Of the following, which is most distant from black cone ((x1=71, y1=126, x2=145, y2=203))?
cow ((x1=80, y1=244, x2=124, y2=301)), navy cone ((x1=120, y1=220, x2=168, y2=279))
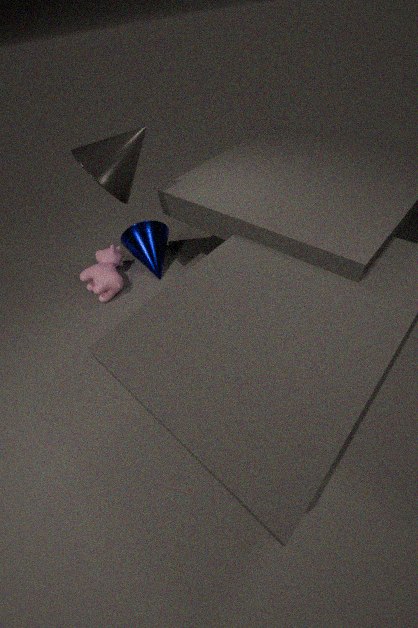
cow ((x1=80, y1=244, x2=124, y2=301))
